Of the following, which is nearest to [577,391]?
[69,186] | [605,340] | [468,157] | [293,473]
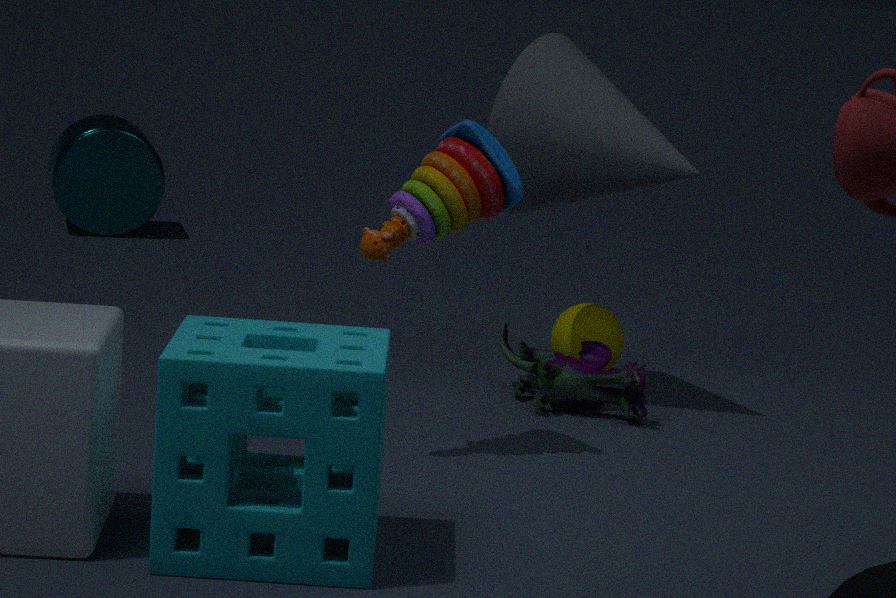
[605,340]
